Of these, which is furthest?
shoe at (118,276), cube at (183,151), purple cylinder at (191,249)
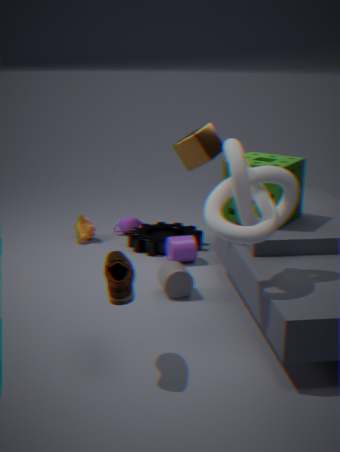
purple cylinder at (191,249)
